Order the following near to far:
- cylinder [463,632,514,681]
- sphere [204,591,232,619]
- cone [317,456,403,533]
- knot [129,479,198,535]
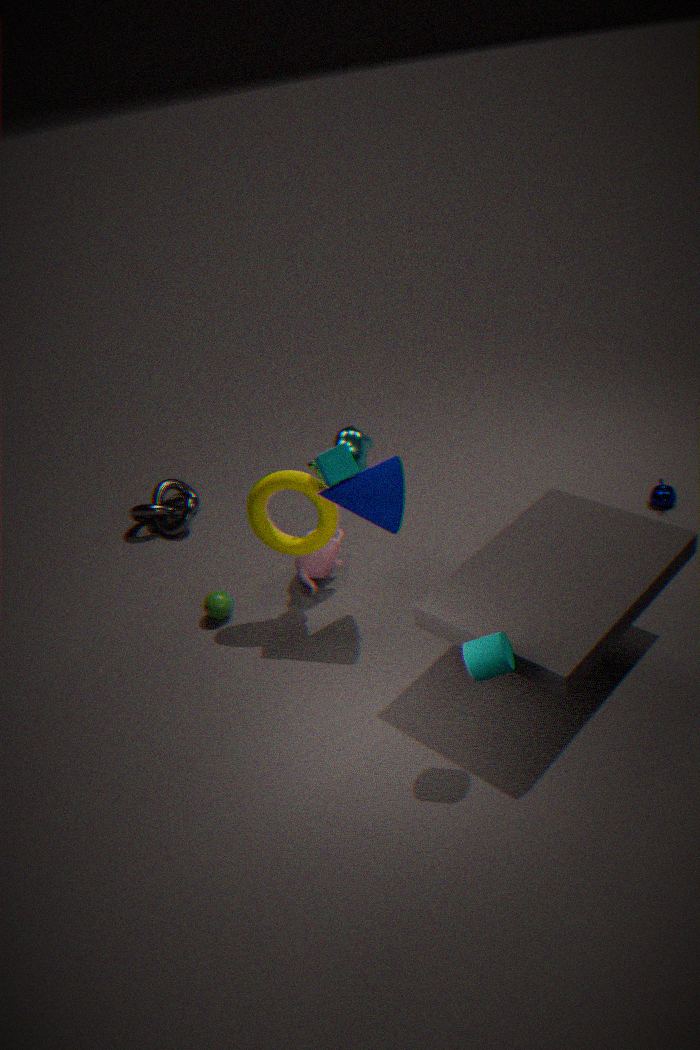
1. cylinder [463,632,514,681]
2. cone [317,456,403,533]
3. sphere [204,591,232,619]
4. knot [129,479,198,535]
